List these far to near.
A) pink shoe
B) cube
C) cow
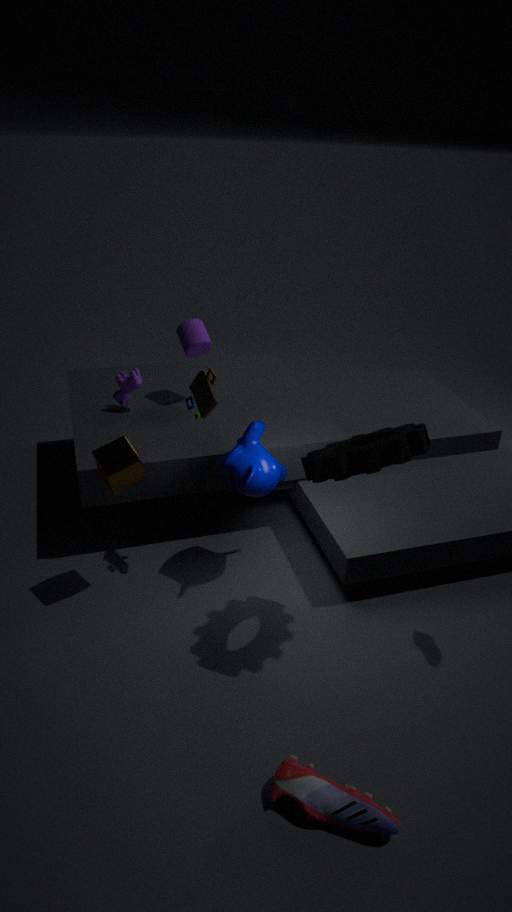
1. cow
2. cube
3. pink shoe
